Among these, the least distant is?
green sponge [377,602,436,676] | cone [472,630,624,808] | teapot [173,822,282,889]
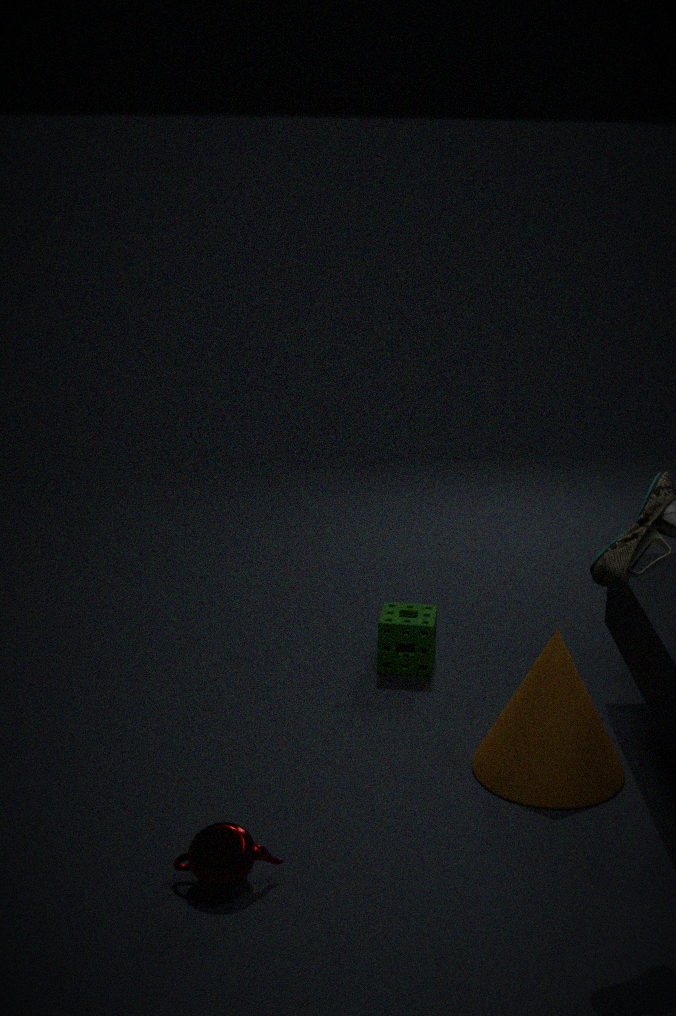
teapot [173,822,282,889]
